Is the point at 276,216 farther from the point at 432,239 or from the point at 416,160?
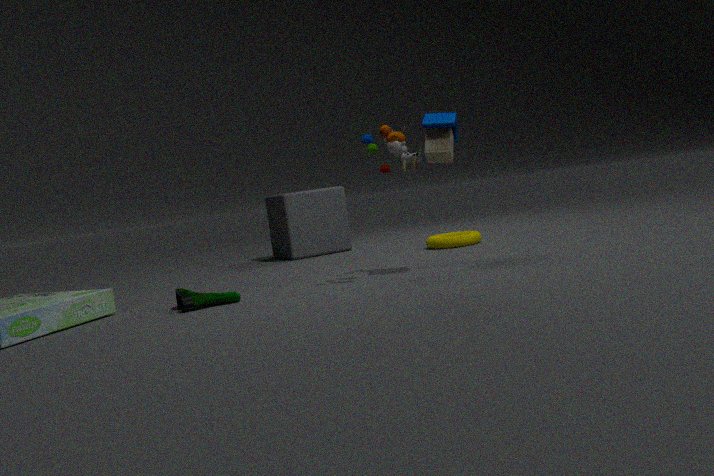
the point at 416,160
